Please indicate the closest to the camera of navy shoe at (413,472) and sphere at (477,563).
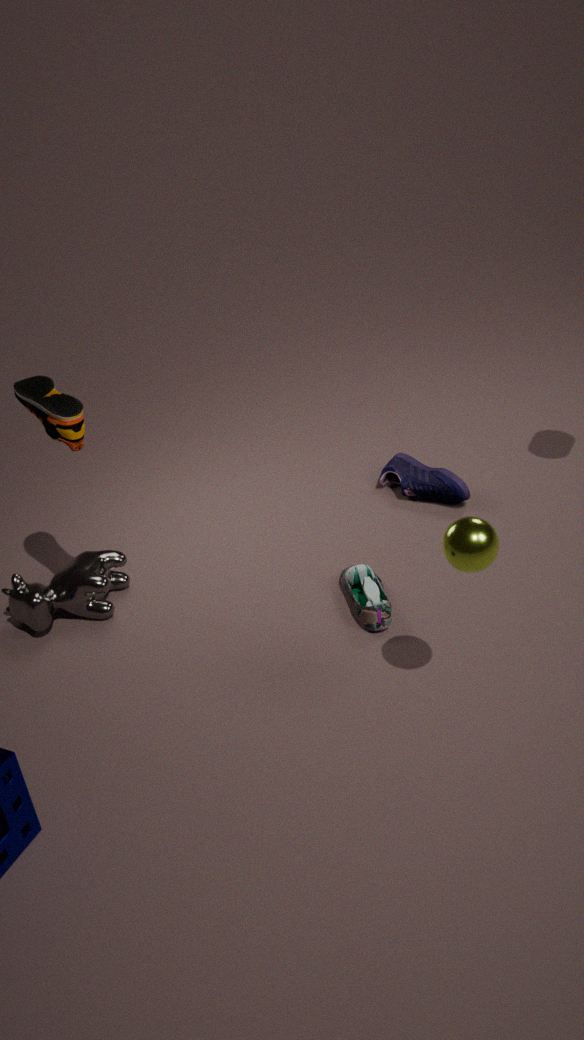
sphere at (477,563)
